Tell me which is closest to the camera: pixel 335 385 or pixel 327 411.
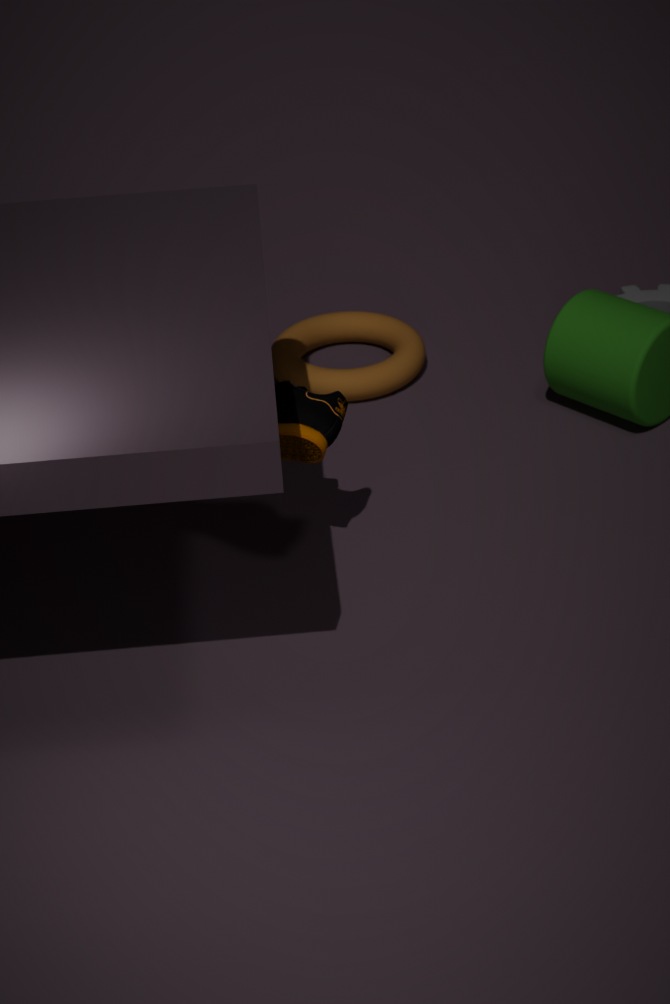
pixel 327 411
